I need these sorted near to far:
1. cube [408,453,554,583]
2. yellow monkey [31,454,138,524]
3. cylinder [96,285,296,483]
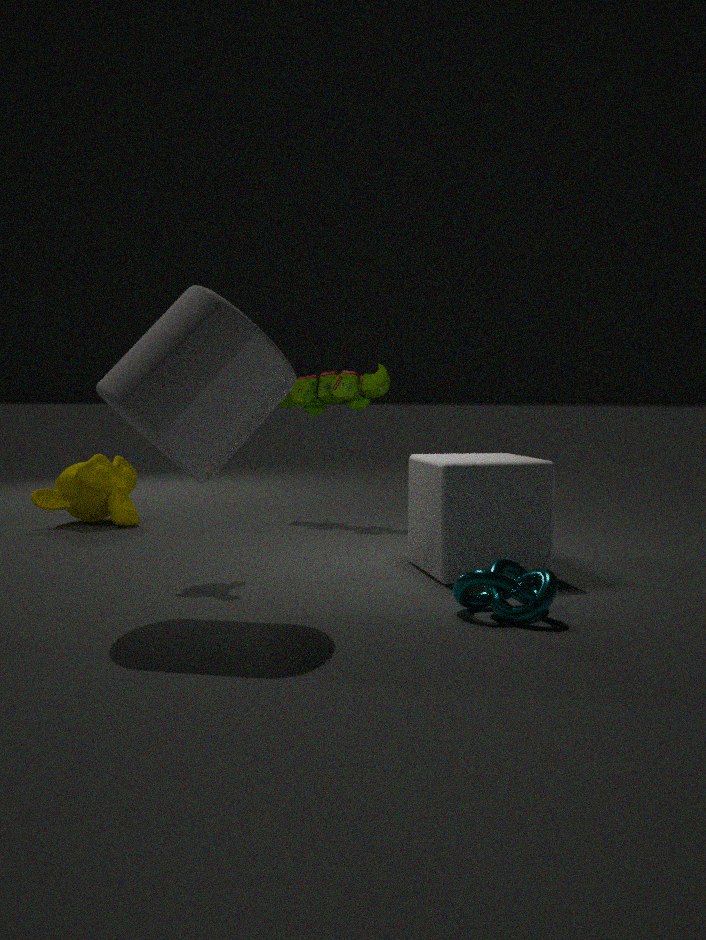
cylinder [96,285,296,483] < cube [408,453,554,583] < yellow monkey [31,454,138,524]
